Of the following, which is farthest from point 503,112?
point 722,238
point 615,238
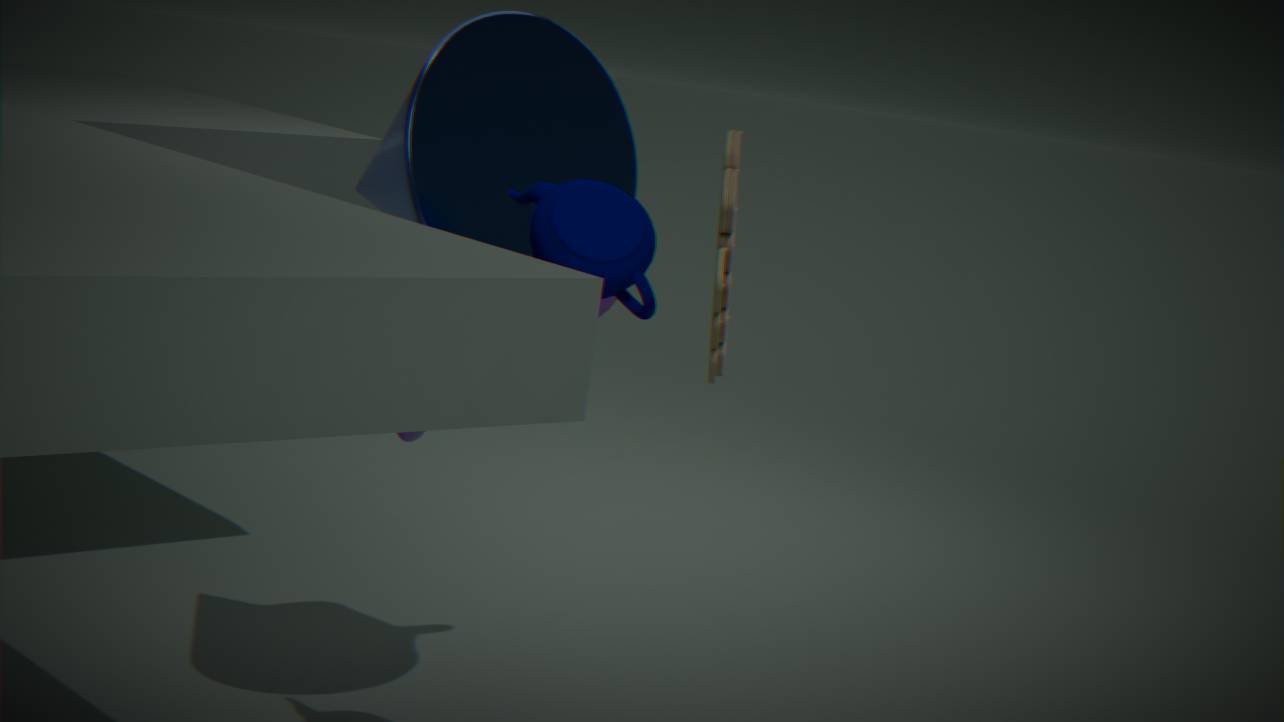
point 722,238
